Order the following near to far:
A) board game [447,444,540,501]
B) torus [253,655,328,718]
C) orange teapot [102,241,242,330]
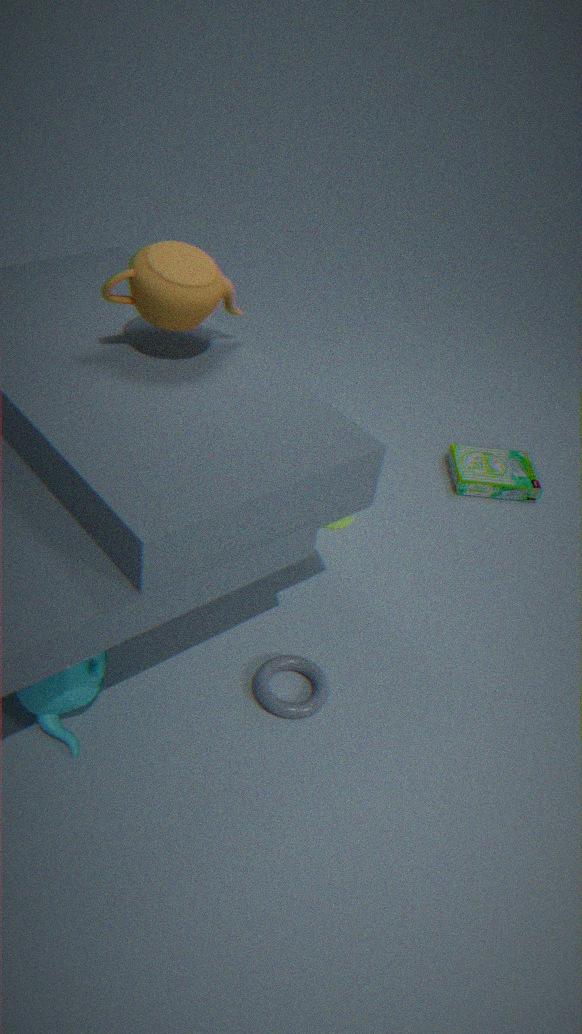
C. orange teapot [102,241,242,330] < B. torus [253,655,328,718] < A. board game [447,444,540,501]
